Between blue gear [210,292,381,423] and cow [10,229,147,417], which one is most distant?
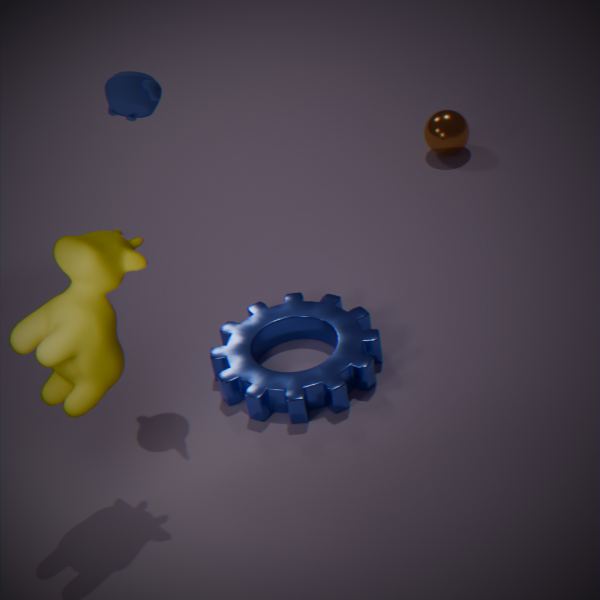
blue gear [210,292,381,423]
